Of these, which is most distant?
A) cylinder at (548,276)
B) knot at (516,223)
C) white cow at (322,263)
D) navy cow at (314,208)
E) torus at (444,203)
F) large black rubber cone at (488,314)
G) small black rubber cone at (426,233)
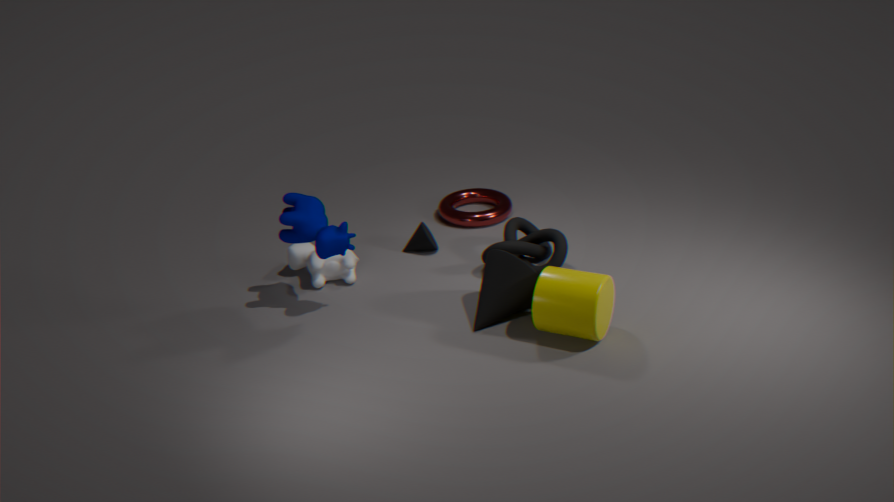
torus at (444,203)
